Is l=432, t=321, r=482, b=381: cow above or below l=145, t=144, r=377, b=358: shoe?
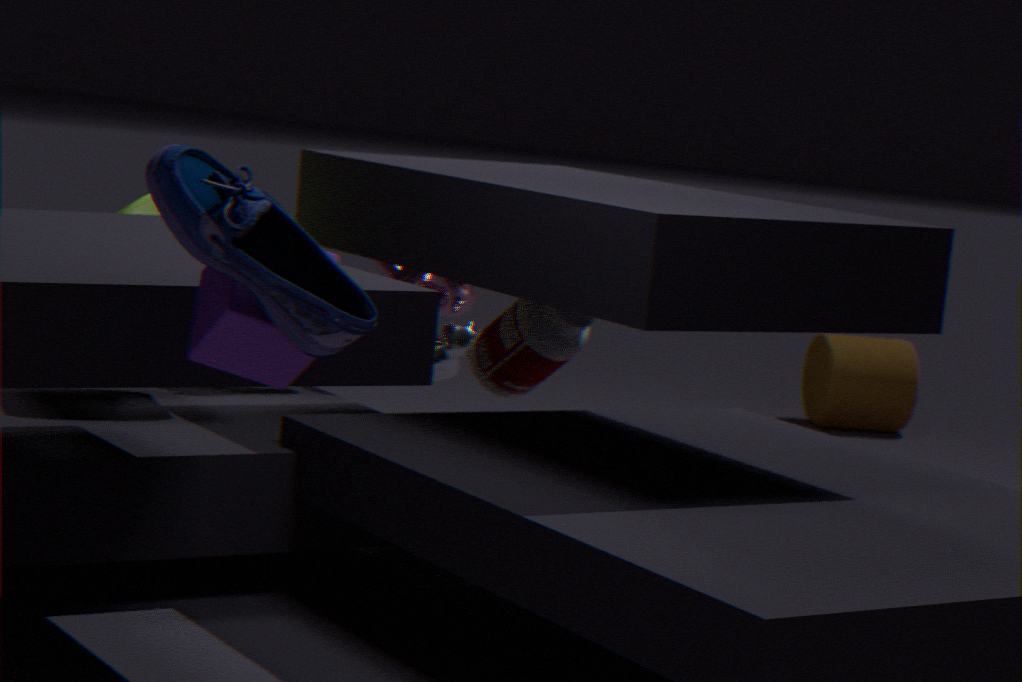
below
